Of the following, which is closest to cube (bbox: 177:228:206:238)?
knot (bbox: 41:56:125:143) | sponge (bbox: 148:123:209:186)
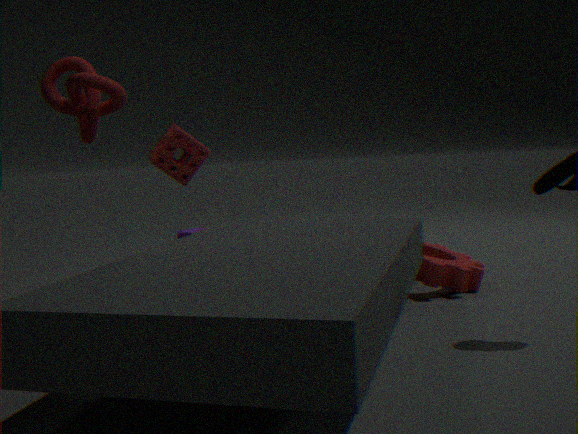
sponge (bbox: 148:123:209:186)
